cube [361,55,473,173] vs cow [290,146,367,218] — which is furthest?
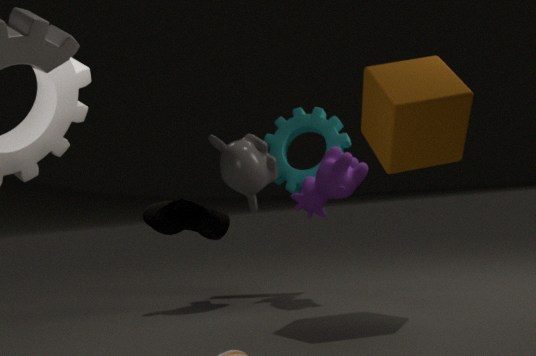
cow [290,146,367,218]
